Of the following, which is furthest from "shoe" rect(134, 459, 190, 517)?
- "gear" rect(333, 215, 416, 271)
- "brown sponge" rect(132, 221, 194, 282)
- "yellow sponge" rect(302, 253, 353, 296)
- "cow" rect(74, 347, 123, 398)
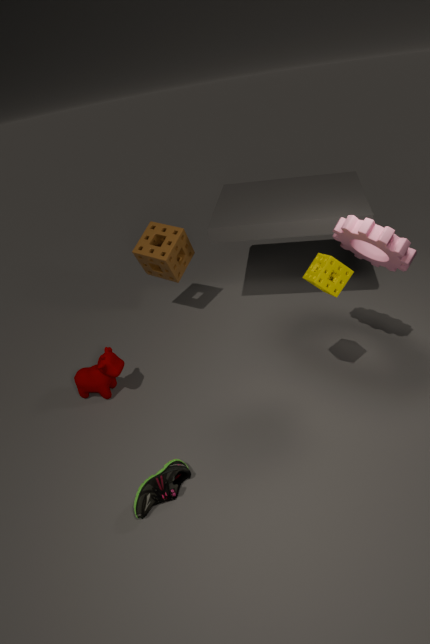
"gear" rect(333, 215, 416, 271)
